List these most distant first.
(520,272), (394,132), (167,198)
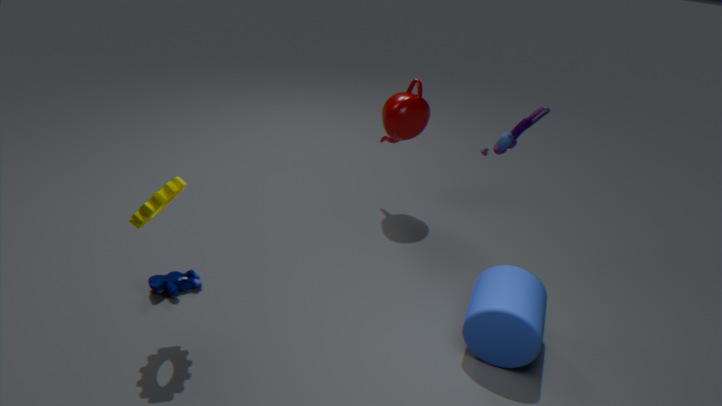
(394,132) → (520,272) → (167,198)
